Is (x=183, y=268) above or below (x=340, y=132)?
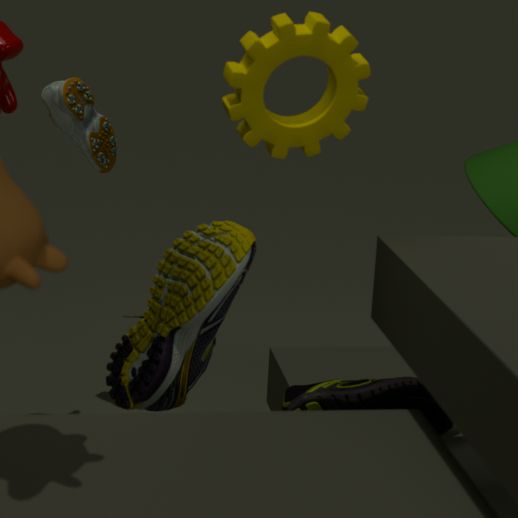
below
